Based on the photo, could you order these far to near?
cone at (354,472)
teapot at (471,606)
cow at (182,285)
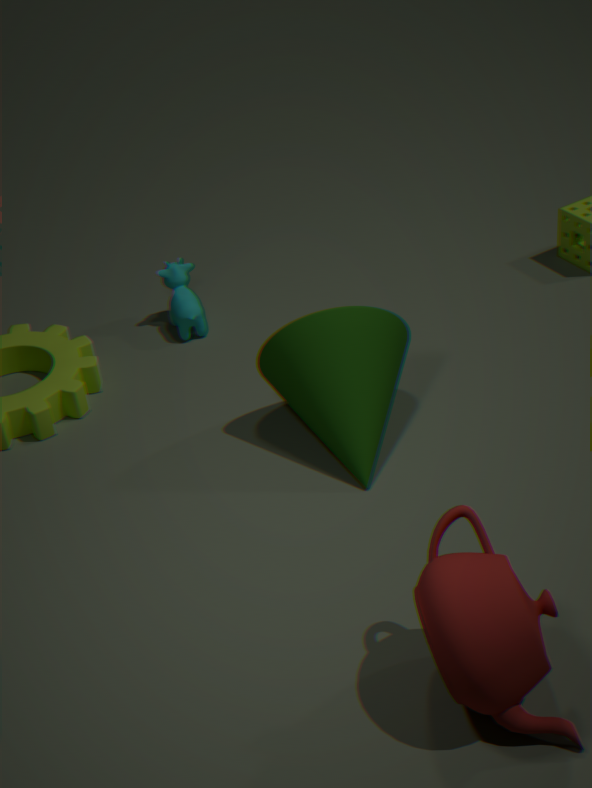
cow at (182,285) → cone at (354,472) → teapot at (471,606)
